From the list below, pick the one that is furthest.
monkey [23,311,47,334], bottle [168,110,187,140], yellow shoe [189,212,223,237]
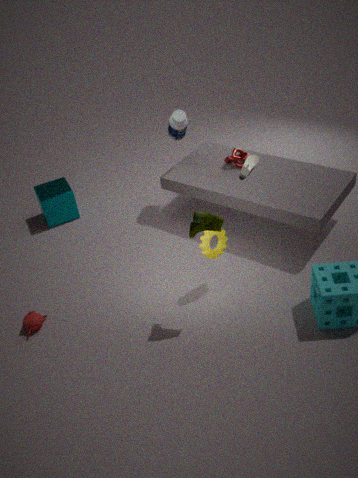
bottle [168,110,187,140]
